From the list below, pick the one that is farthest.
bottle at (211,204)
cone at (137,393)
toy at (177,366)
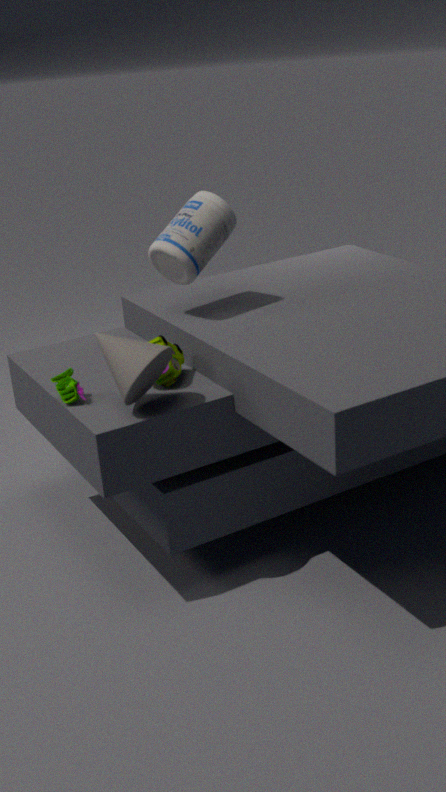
bottle at (211,204)
